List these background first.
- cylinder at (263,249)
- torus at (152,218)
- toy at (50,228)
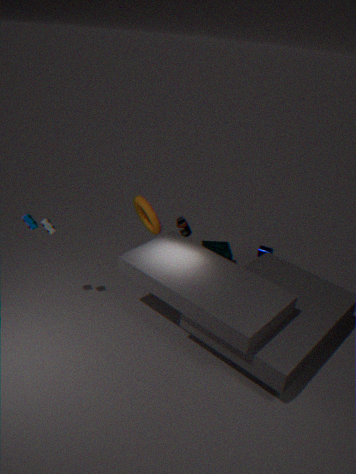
cylinder at (263,249) < torus at (152,218) < toy at (50,228)
